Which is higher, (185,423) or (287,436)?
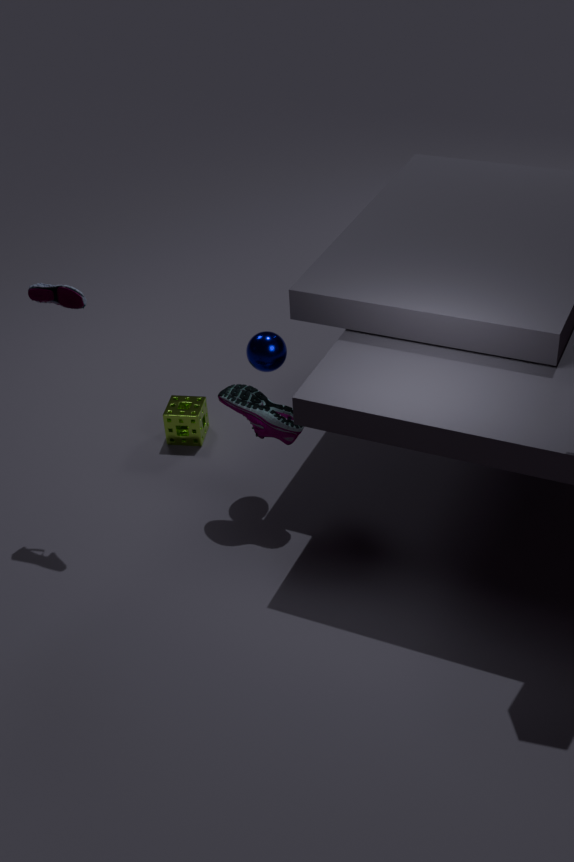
(287,436)
